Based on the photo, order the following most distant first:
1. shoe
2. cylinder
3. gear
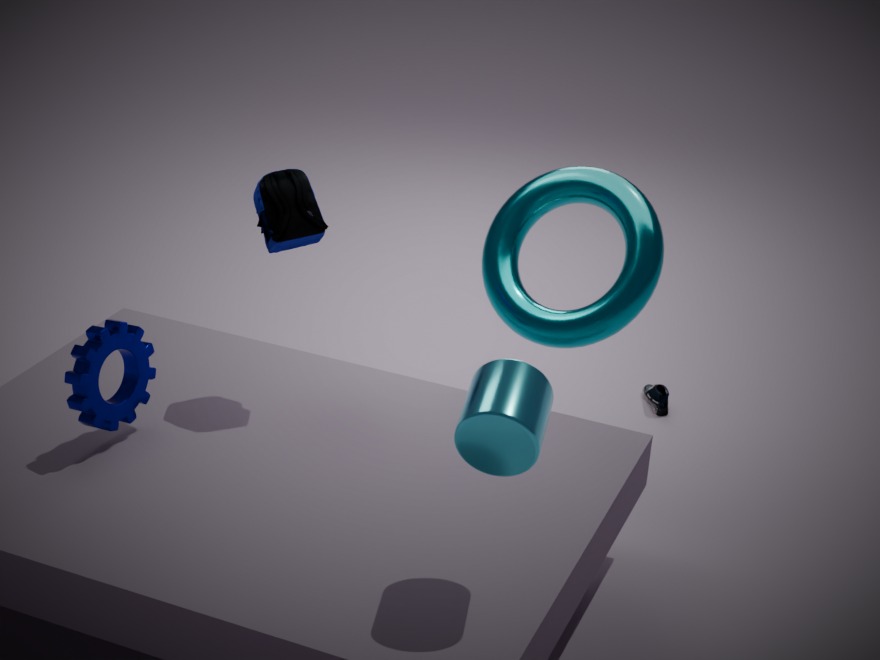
1. shoe
2. gear
3. cylinder
